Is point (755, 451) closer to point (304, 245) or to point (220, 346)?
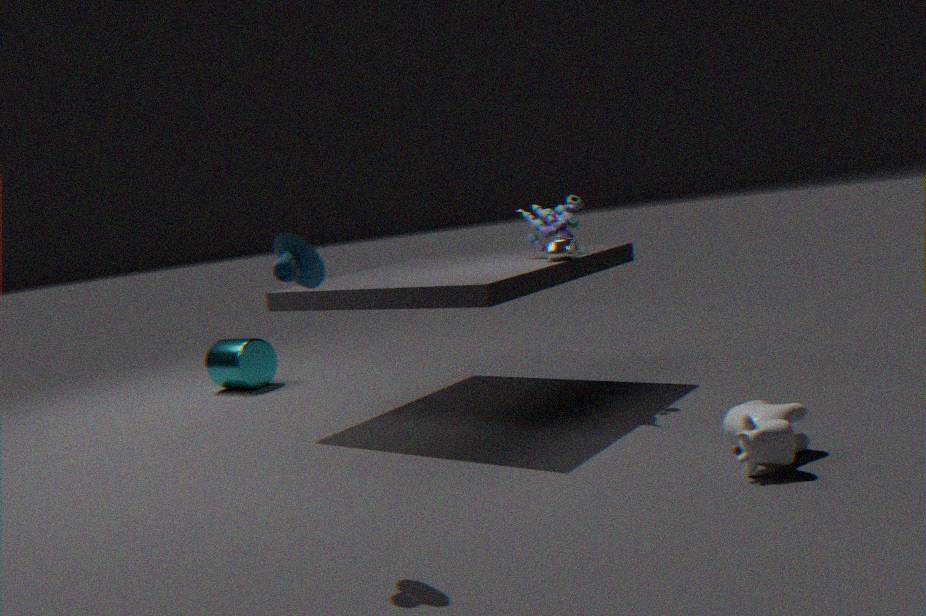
point (304, 245)
